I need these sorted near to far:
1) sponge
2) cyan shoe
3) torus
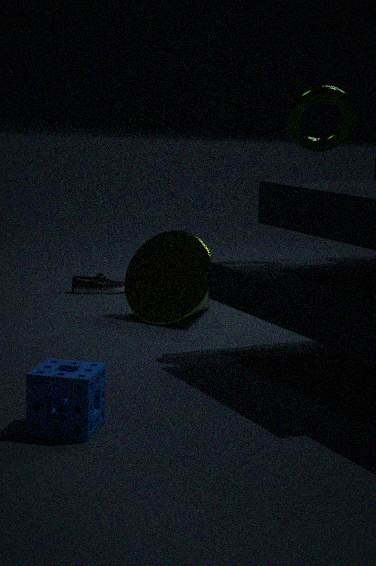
1. 1. sponge
2. 3. torus
3. 2. cyan shoe
